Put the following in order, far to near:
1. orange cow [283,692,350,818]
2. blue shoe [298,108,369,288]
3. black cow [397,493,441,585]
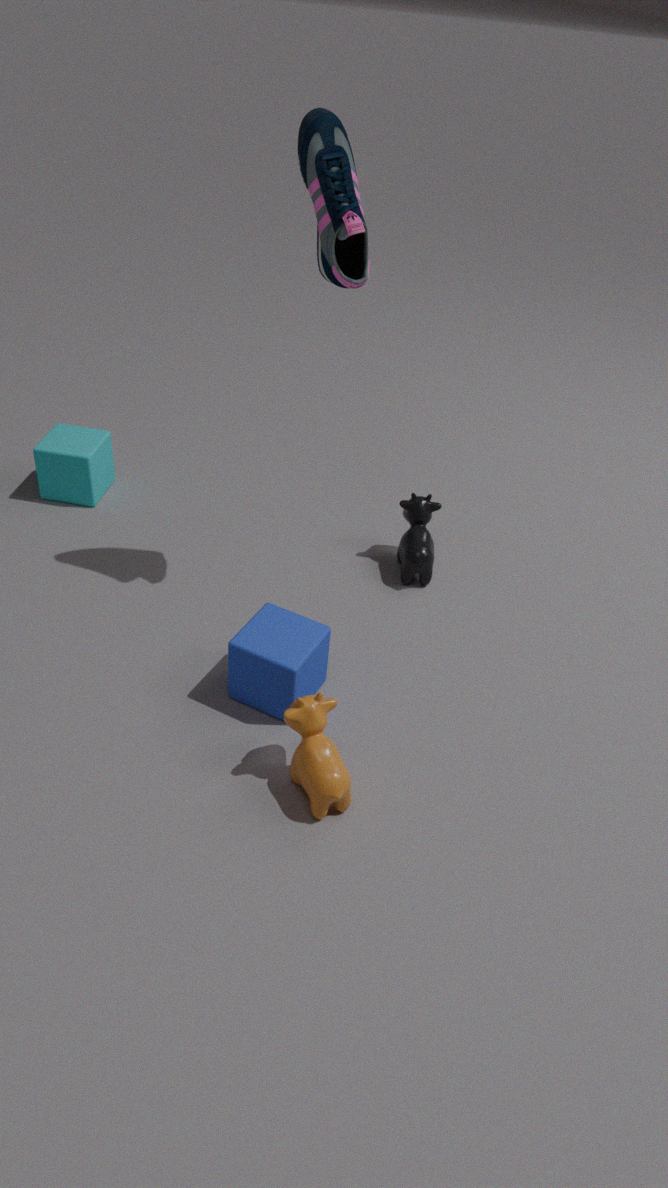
black cow [397,493,441,585] < blue shoe [298,108,369,288] < orange cow [283,692,350,818]
